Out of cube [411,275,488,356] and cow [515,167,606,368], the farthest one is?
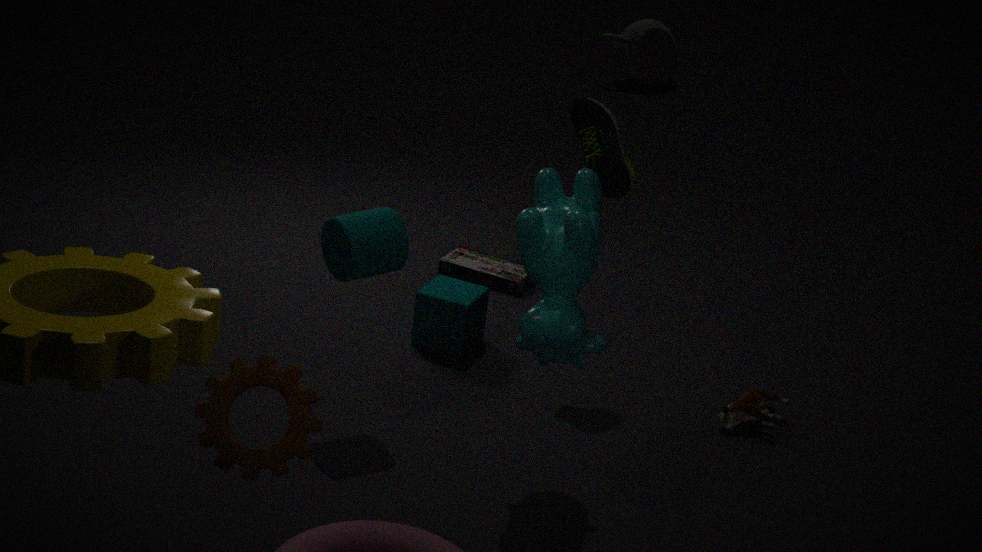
cube [411,275,488,356]
